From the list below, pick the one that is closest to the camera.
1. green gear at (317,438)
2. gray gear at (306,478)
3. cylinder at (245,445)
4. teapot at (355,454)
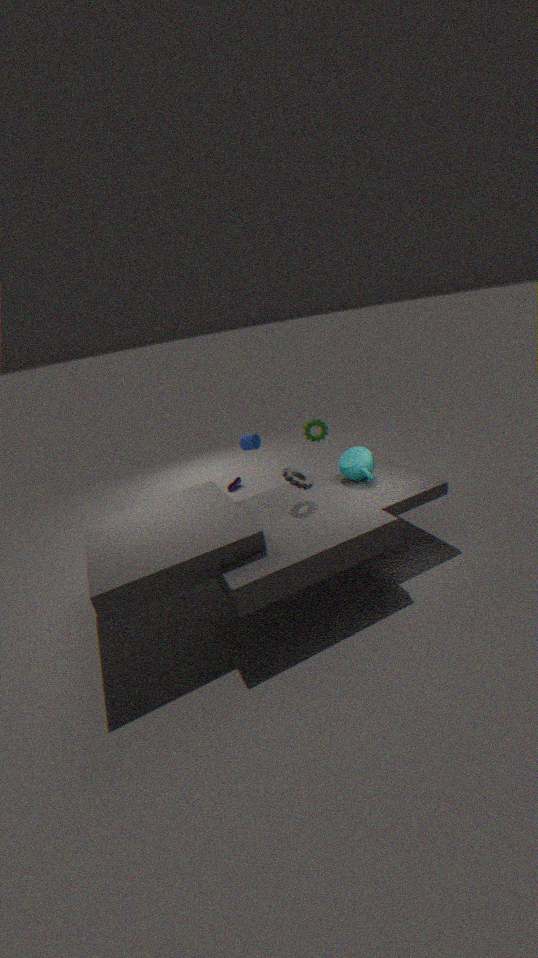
gray gear at (306,478)
